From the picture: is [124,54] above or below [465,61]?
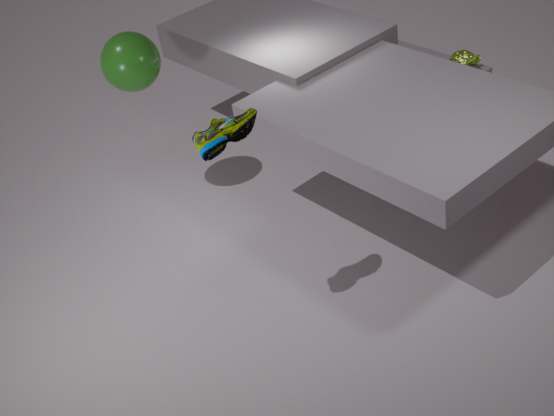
above
